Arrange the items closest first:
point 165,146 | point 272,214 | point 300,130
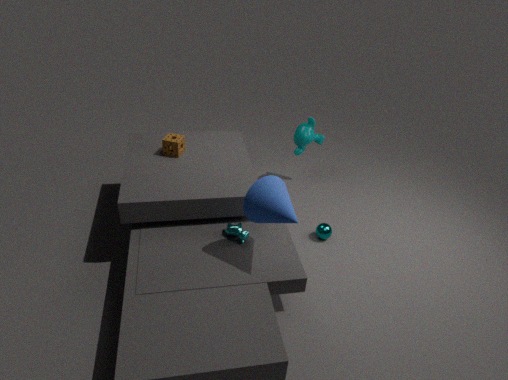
point 272,214 < point 165,146 < point 300,130
